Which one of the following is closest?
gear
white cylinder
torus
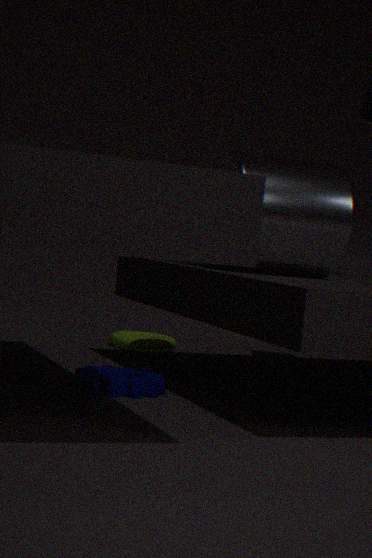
gear
